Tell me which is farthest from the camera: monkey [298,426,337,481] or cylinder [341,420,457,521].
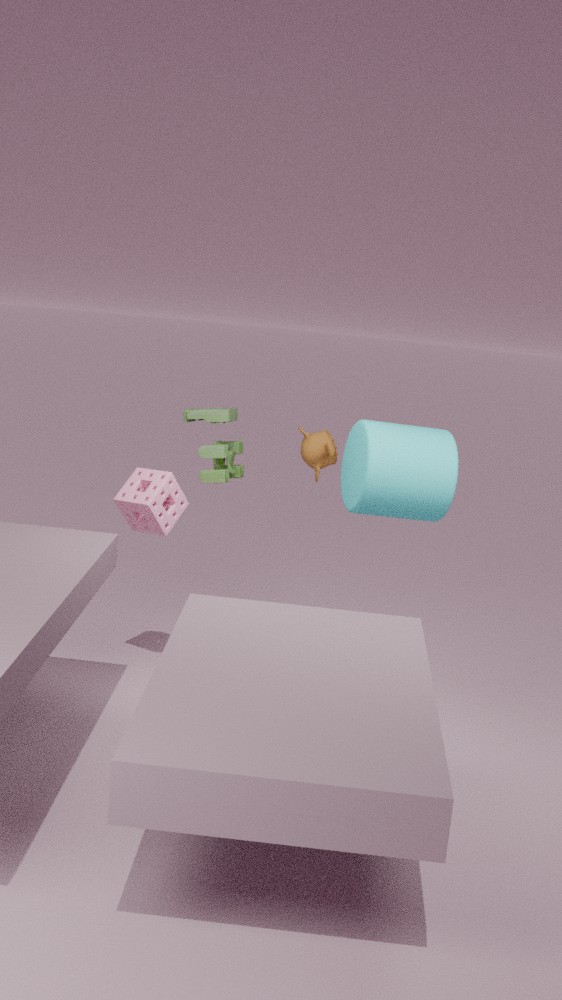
monkey [298,426,337,481]
